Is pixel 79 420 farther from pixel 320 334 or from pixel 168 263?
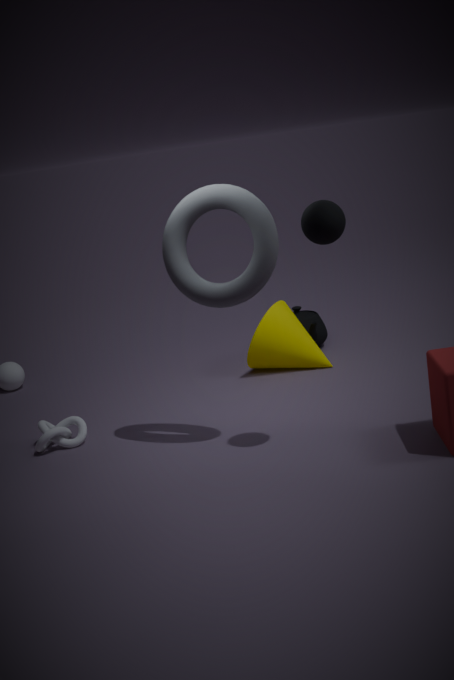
pixel 320 334
